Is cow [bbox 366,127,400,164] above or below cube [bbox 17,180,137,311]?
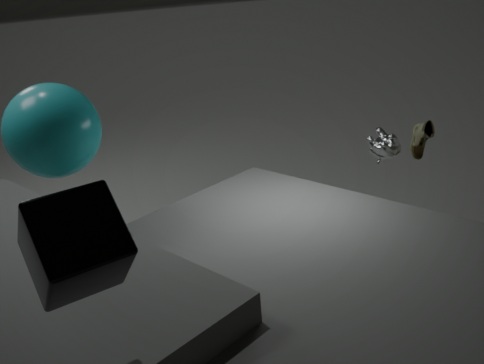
below
